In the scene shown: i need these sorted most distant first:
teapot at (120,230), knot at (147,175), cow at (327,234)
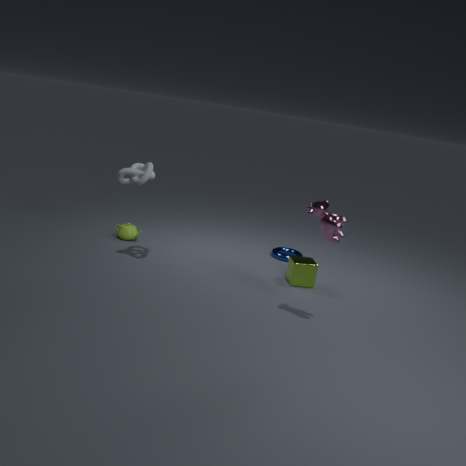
teapot at (120,230), knot at (147,175), cow at (327,234)
